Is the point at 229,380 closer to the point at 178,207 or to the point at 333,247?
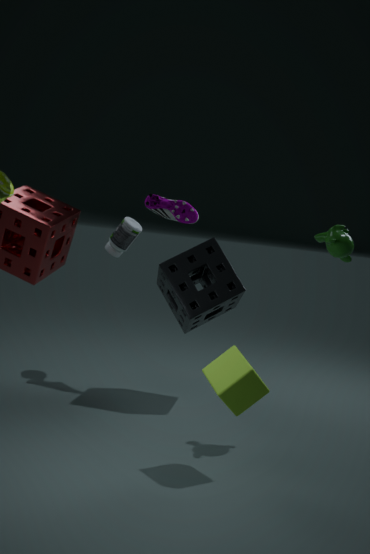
the point at 333,247
